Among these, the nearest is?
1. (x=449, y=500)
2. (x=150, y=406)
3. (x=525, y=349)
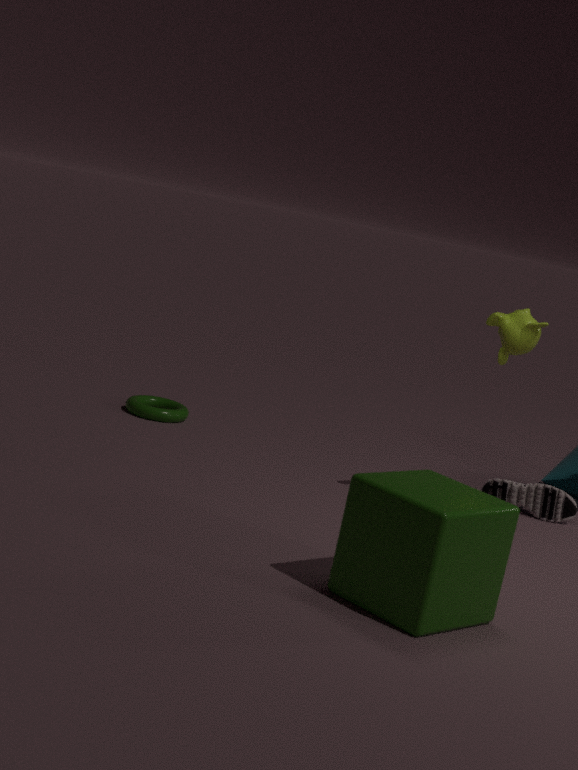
(x=449, y=500)
